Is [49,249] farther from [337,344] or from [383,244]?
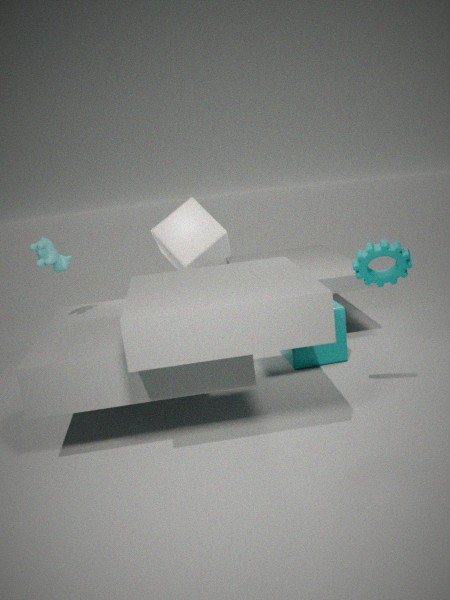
[383,244]
